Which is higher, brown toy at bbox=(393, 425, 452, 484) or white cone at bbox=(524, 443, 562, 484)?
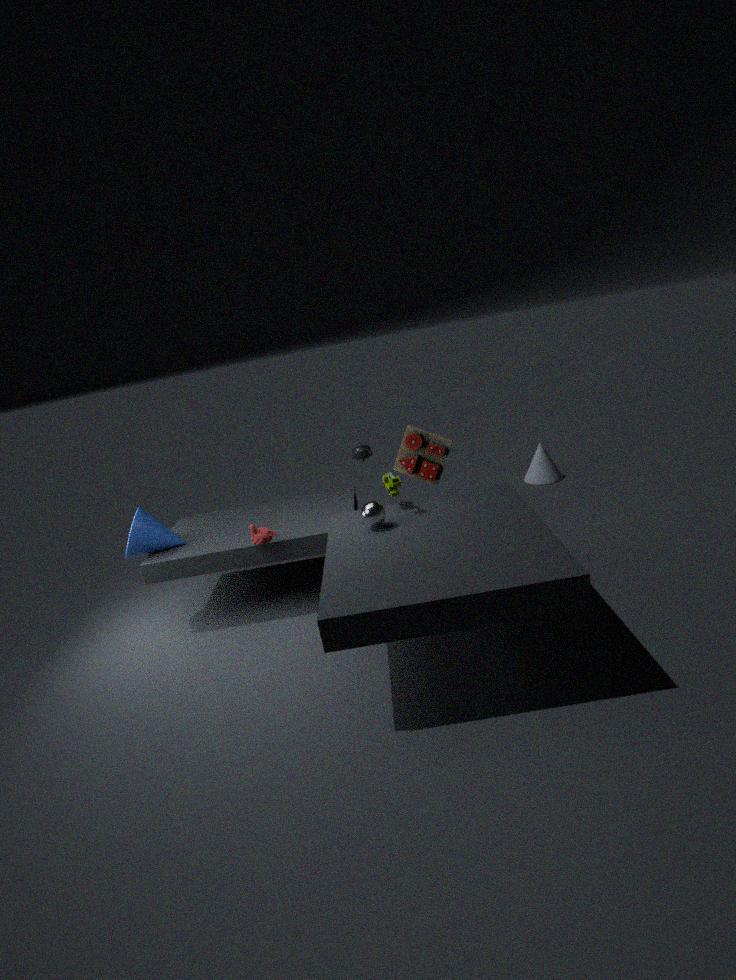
brown toy at bbox=(393, 425, 452, 484)
